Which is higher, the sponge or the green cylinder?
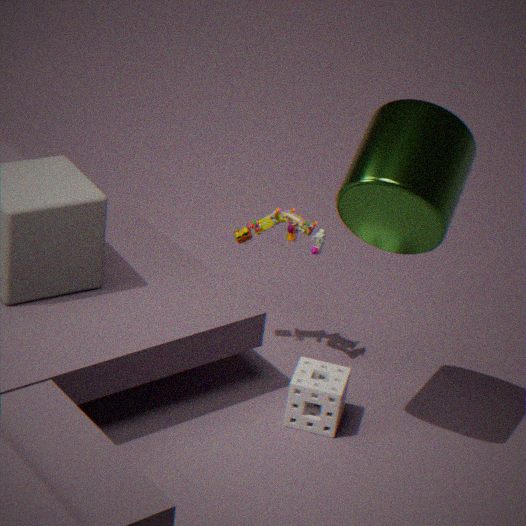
the green cylinder
